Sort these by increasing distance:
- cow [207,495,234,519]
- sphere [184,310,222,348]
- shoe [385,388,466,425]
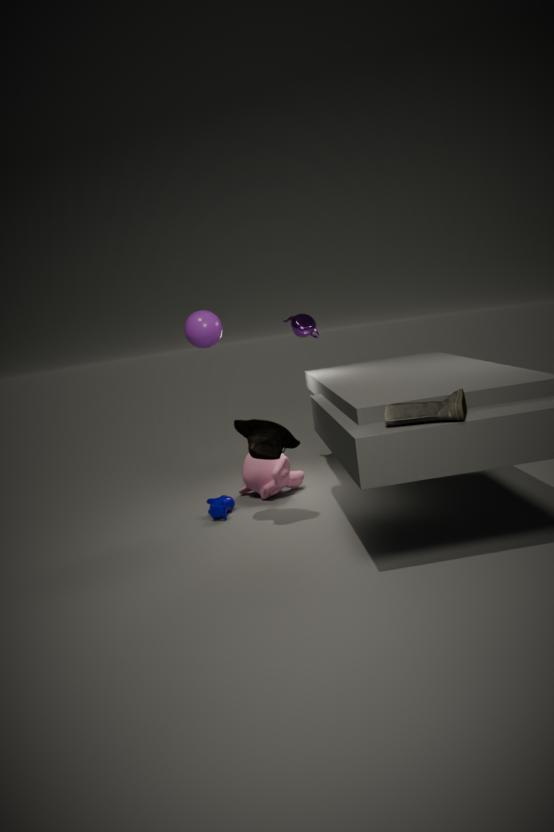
shoe [385,388,466,425] < sphere [184,310,222,348] < cow [207,495,234,519]
